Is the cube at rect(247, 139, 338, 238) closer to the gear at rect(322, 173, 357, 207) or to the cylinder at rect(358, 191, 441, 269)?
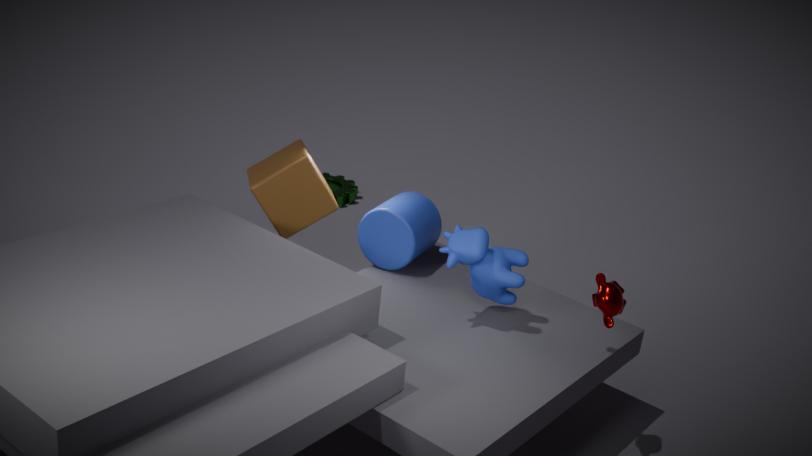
the cylinder at rect(358, 191, 441, 269)
